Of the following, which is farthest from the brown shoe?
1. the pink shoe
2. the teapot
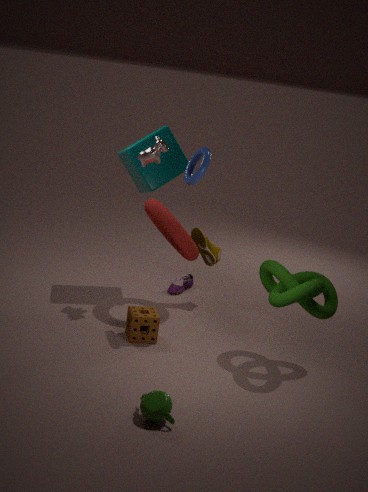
the teapot
